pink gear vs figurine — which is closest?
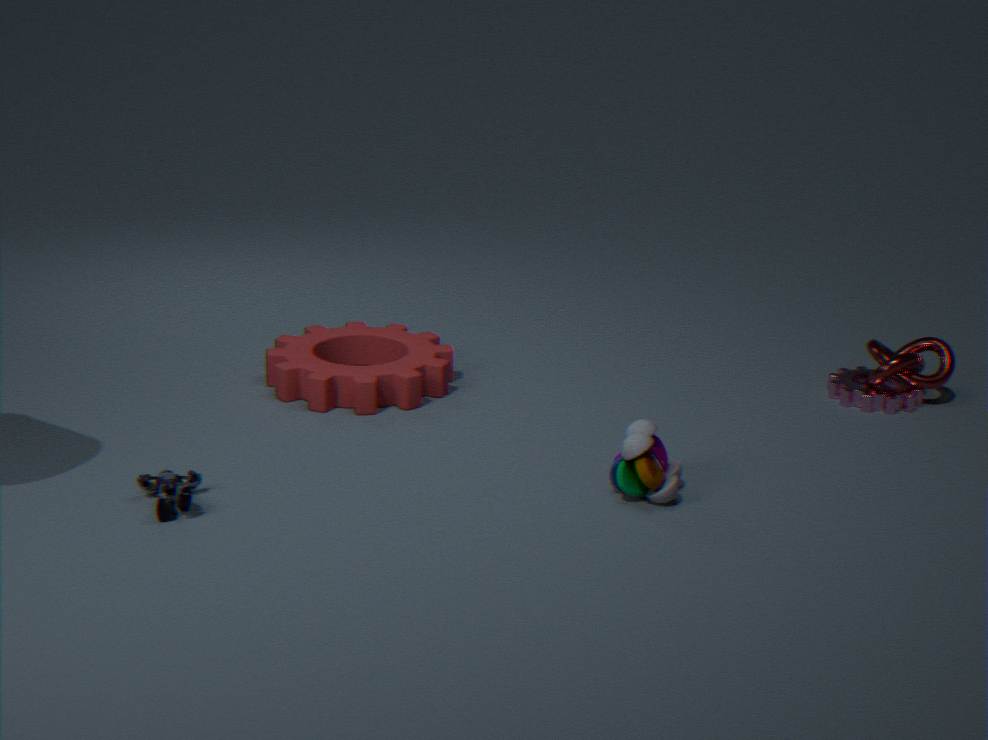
figurine
